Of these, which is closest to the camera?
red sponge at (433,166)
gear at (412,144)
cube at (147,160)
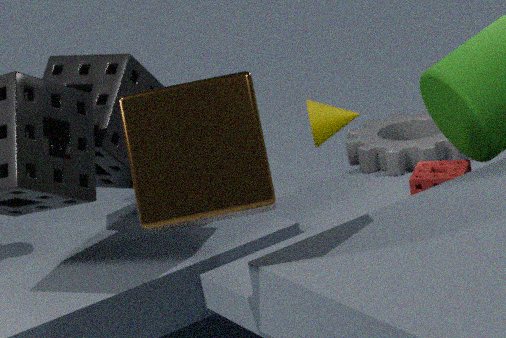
cube at (147,160)
